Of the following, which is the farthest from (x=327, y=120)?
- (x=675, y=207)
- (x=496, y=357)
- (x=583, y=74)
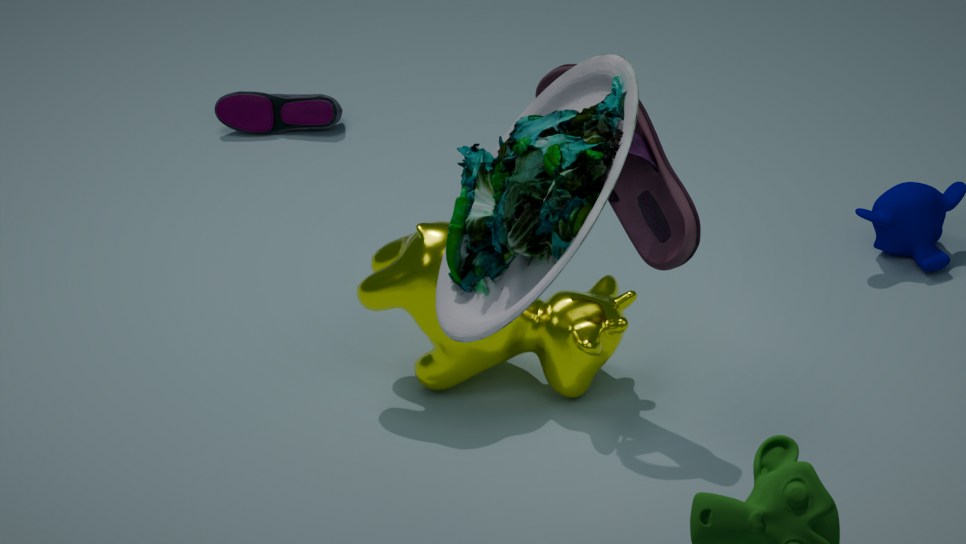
(x=583, y=74)
